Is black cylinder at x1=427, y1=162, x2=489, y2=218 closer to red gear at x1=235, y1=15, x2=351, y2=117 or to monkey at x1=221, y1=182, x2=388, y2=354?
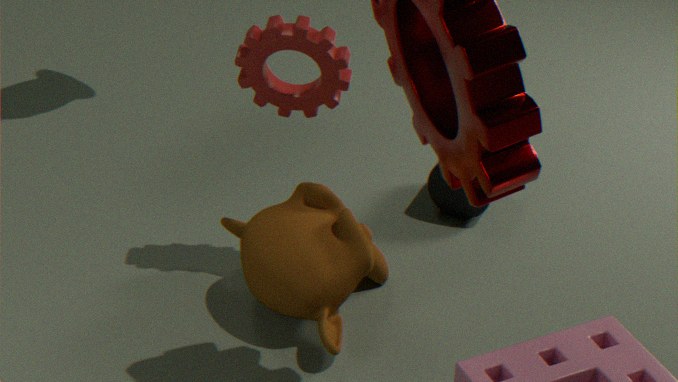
monkey at x1=221, y1=182, x2=388, y2=354
